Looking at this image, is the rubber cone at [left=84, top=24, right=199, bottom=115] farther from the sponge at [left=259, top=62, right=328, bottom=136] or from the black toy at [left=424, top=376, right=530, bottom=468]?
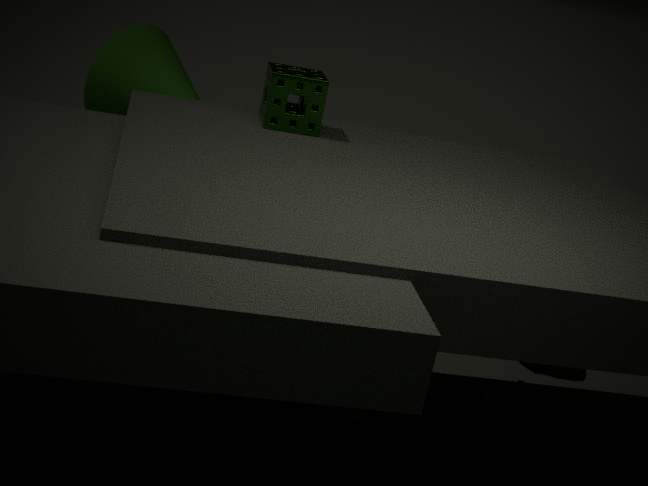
the black toy at [left=424, top=376, right=530, bottom=468]
